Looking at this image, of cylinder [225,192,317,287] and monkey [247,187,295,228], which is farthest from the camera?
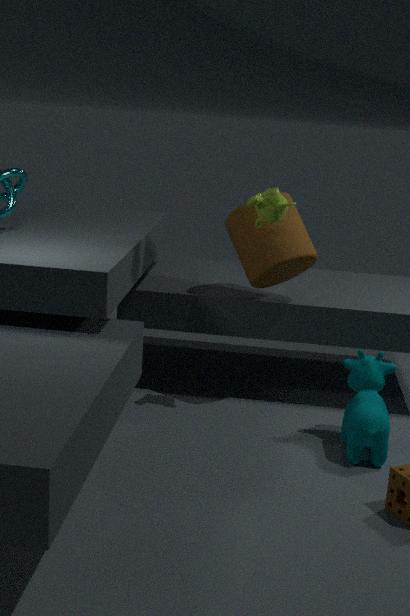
cylinder [225,192,317,287]
